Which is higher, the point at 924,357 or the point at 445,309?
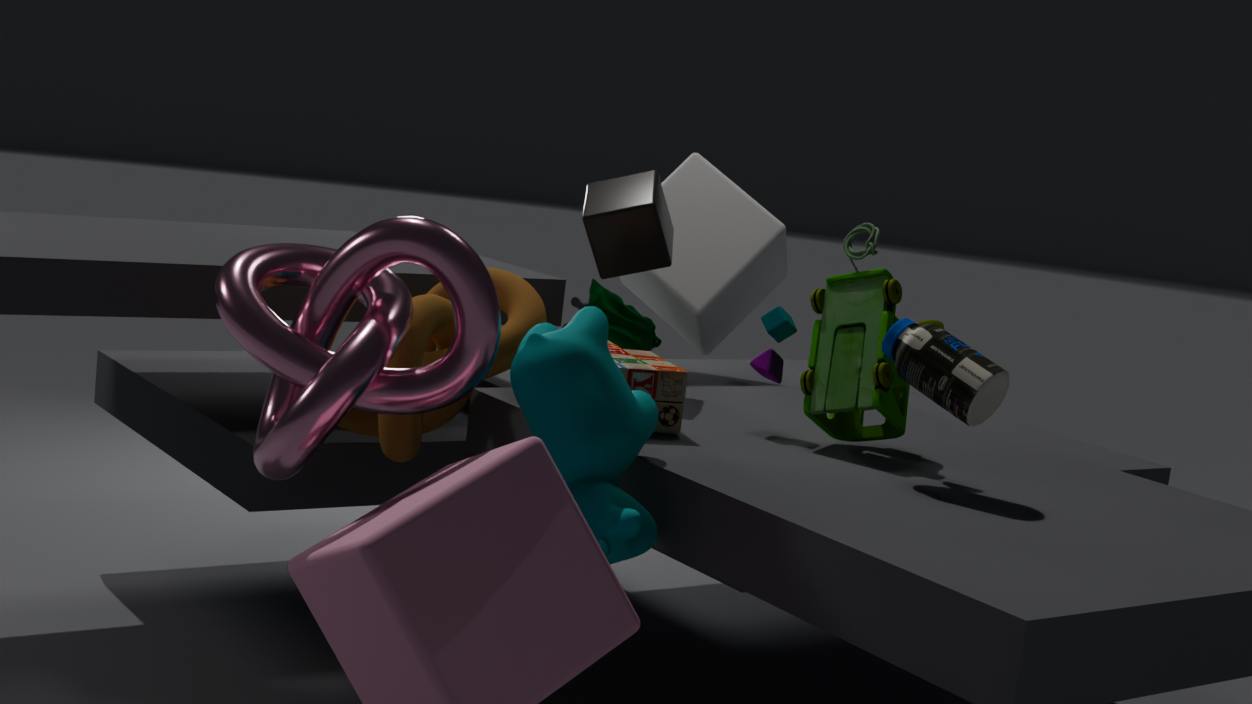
the point at 924,357
